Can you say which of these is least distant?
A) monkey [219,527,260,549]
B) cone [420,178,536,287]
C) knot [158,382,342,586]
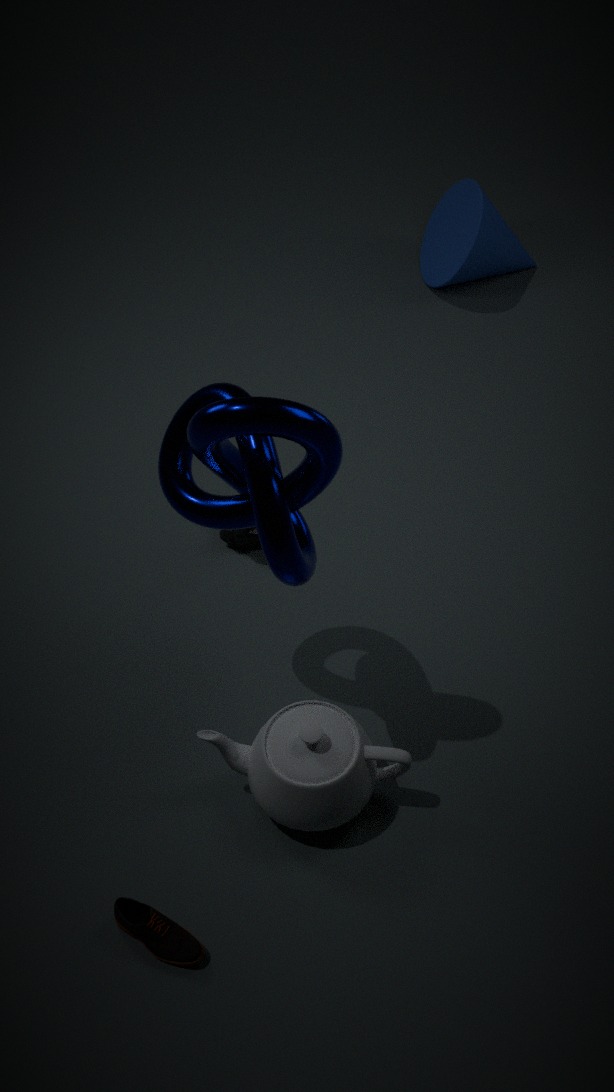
knot [158,382,342,586]
